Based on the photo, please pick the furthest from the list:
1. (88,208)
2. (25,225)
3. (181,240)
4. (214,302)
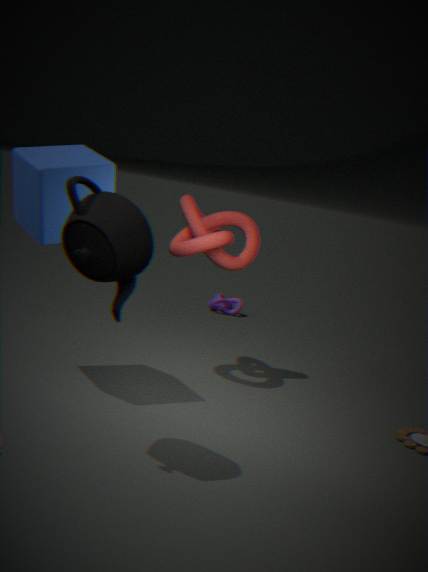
(214,302)
